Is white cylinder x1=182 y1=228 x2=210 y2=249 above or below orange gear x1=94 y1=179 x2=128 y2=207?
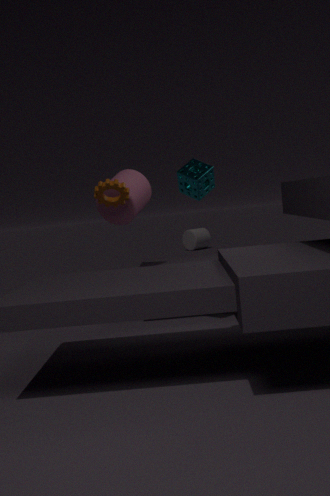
below
